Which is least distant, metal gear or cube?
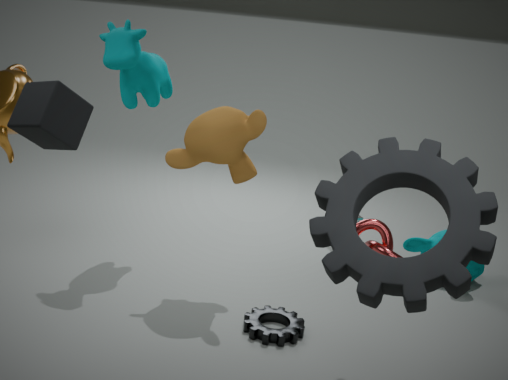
cube
